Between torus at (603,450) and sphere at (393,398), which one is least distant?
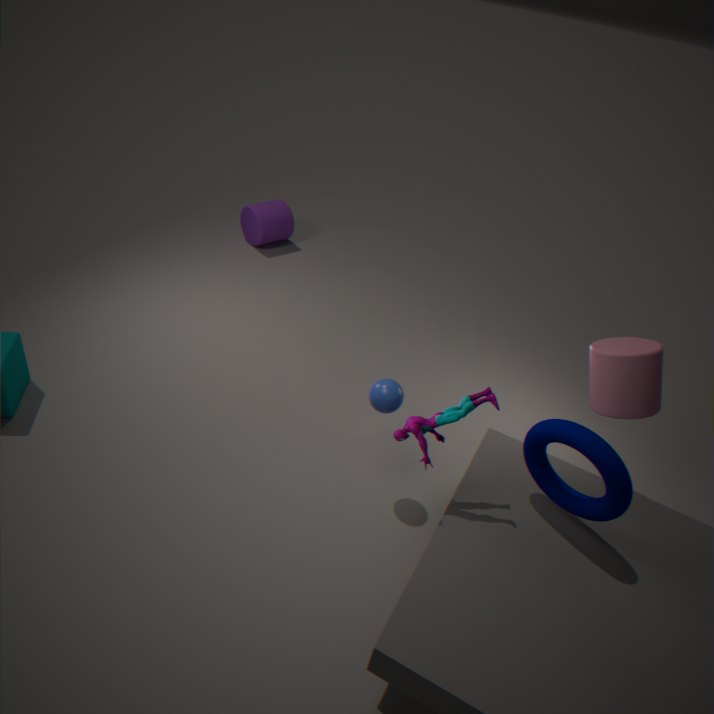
torus at (603,450)
